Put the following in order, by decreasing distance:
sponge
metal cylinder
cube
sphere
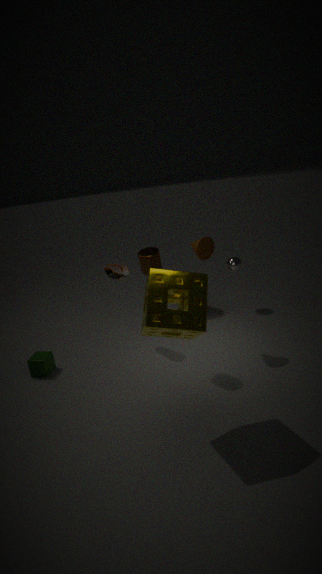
sphere < cube < metal cylinder < sponge
